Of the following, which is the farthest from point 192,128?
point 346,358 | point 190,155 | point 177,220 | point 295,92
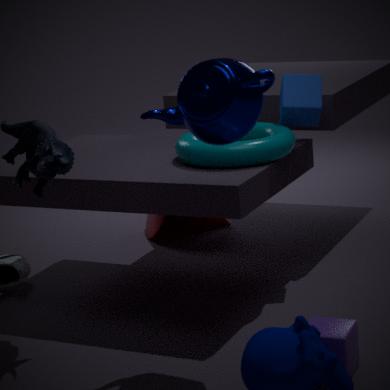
point 177,220
